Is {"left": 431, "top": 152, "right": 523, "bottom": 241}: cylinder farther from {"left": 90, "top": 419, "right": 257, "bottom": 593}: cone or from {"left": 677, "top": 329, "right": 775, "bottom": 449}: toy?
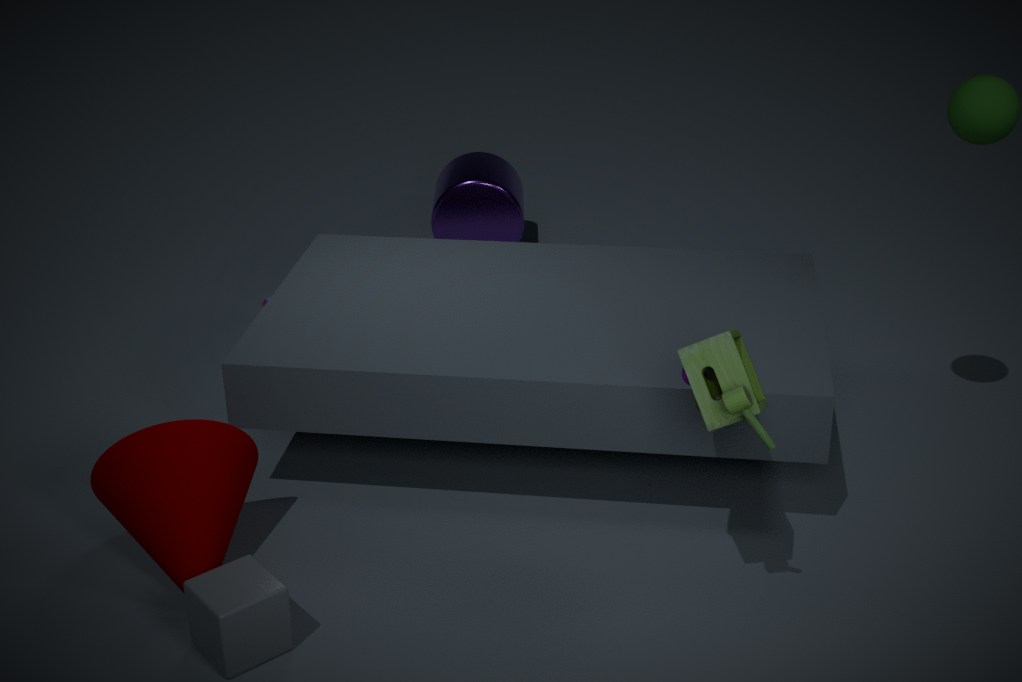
{"left": 677, "top": 329, "right": 775, "bottom": 449}: toy
